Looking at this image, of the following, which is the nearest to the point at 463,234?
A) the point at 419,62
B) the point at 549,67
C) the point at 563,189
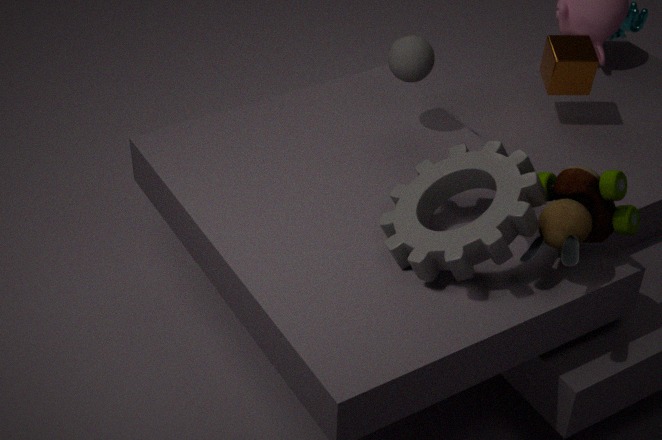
the point at 563,189
